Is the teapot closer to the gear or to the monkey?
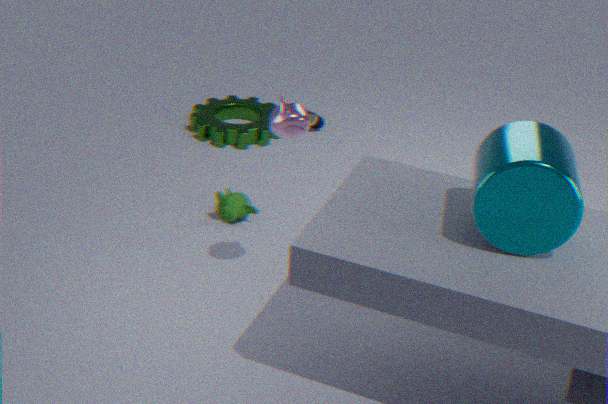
the monkey
